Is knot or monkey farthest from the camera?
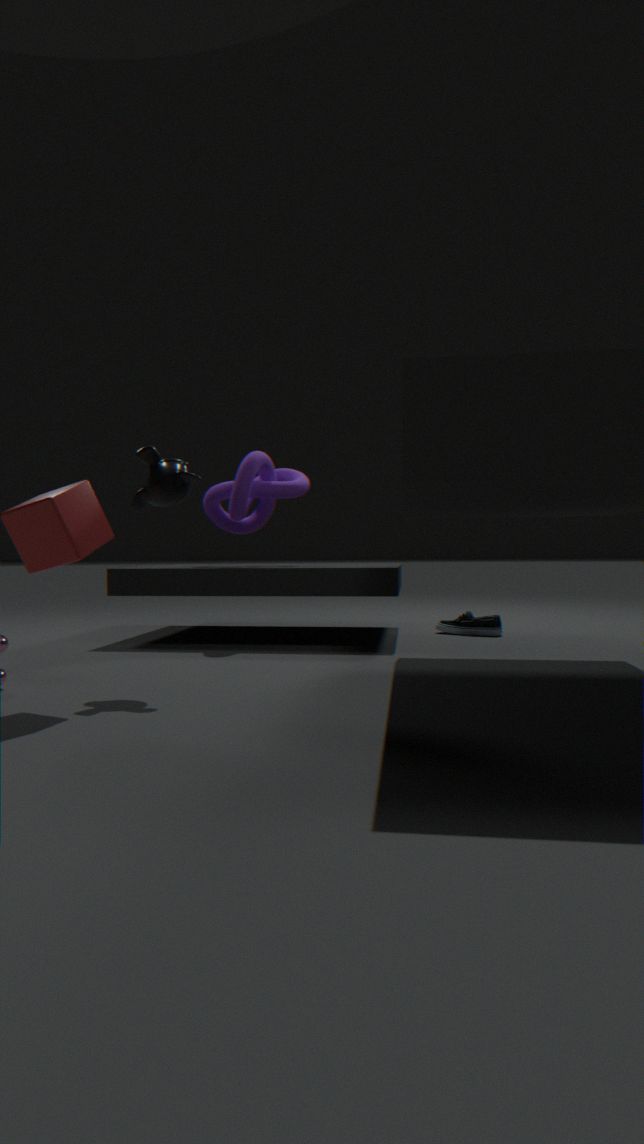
knot
